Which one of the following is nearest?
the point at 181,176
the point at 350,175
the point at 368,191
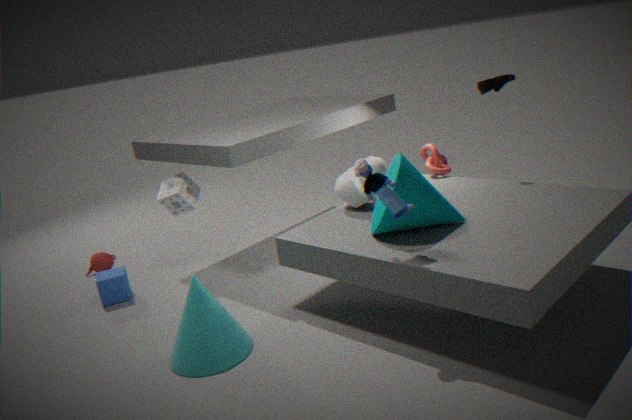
the point at 368,191
